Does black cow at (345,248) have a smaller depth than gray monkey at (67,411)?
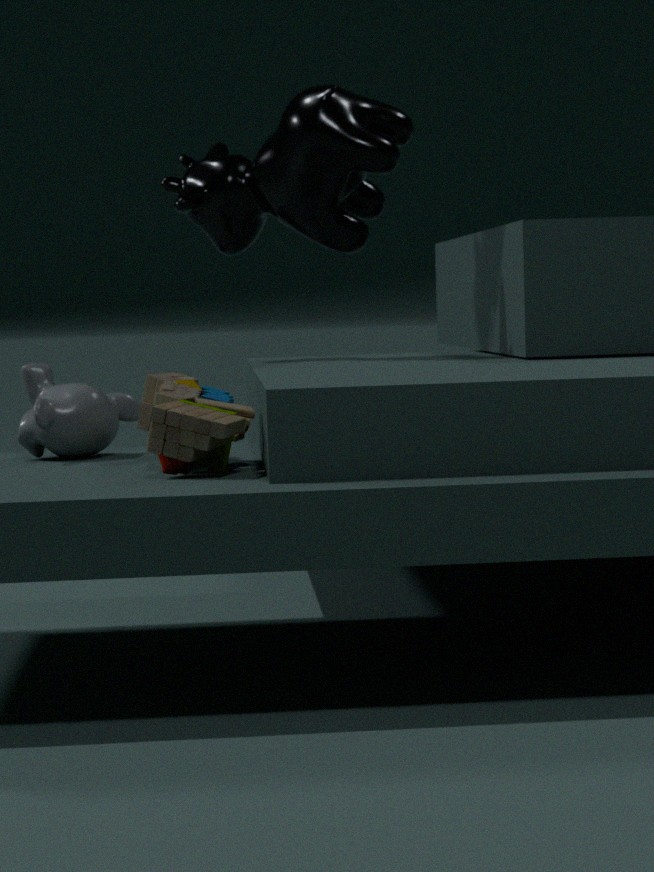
No
